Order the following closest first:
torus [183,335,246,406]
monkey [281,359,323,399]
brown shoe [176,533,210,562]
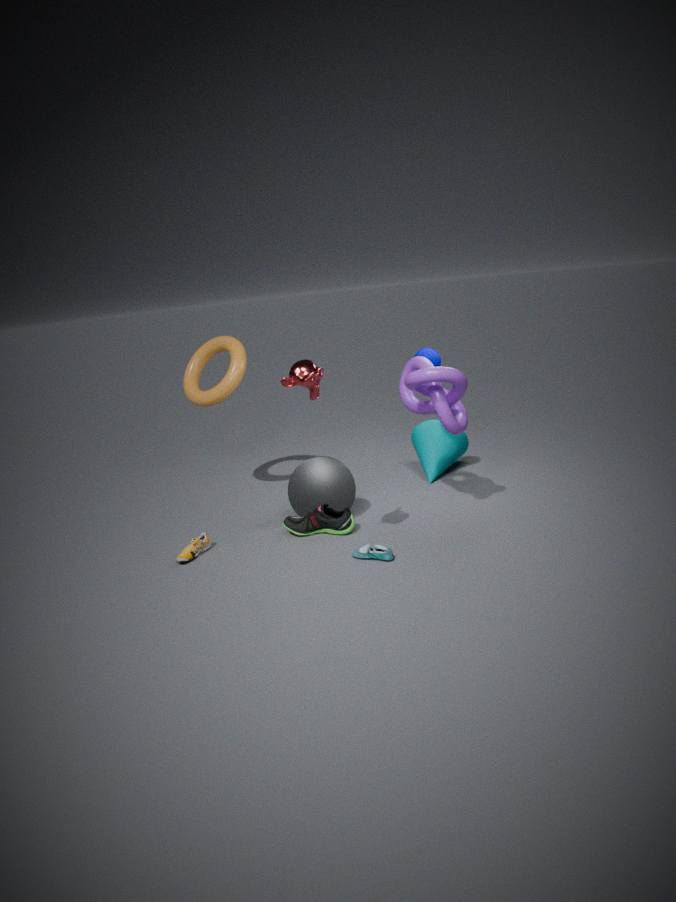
monkey [281,359,323,399] < brown shoe [176,533,210,562] < torus [183,335,246,406]
